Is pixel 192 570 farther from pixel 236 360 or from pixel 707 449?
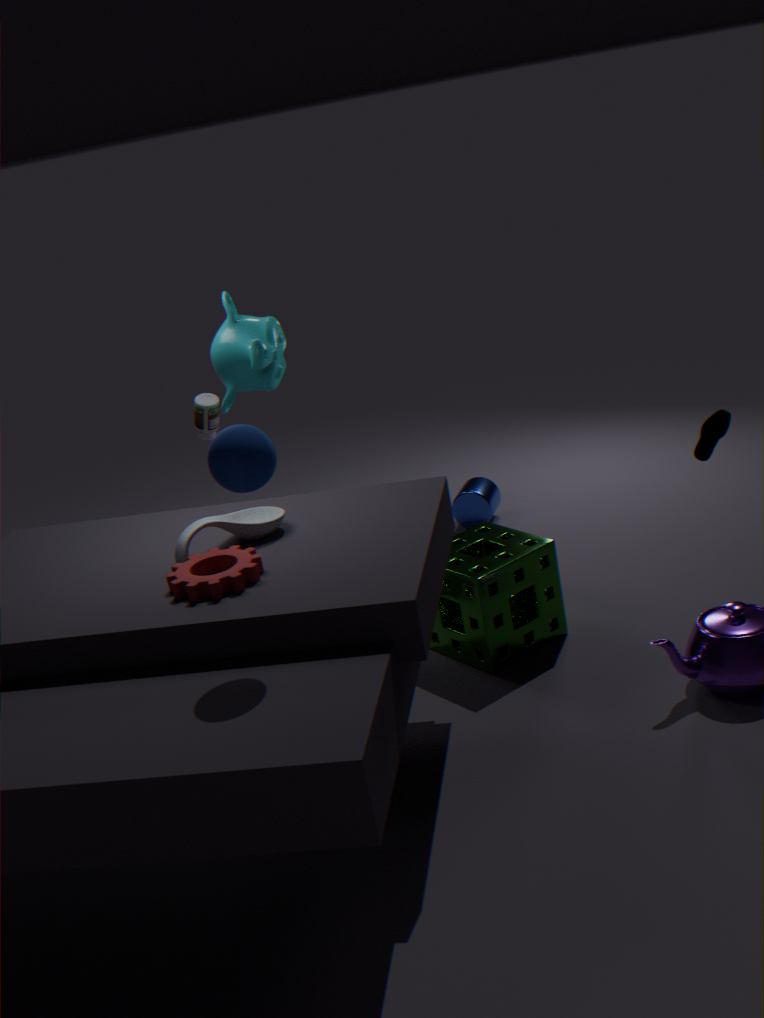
pixel 236 360
